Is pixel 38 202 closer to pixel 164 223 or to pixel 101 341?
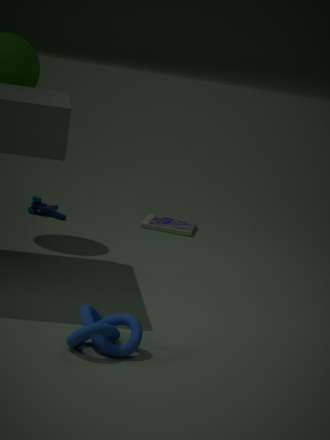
pixel 164 223
